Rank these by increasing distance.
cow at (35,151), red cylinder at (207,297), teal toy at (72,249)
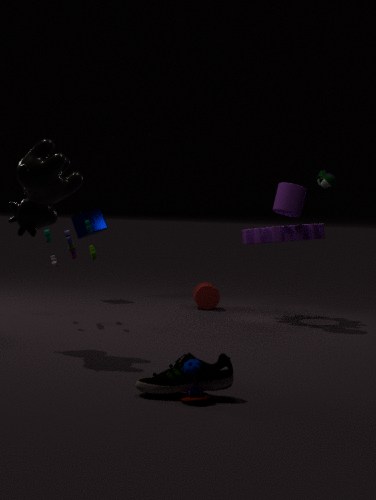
cow at (35,151) < teal toy at (72,249) < red cylinder at (207,297)
